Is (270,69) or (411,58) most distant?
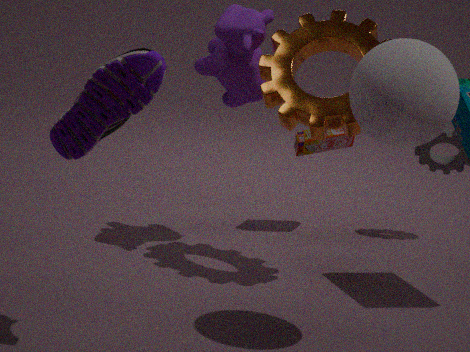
(270,69)
